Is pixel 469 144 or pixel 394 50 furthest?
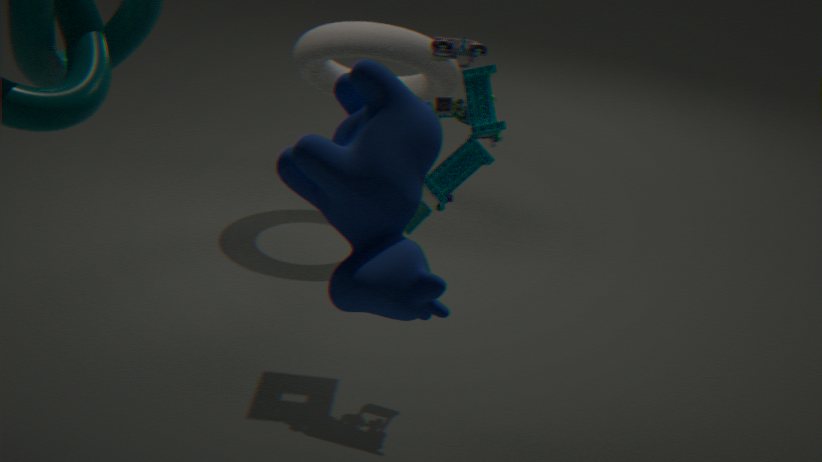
pixel 394 50
